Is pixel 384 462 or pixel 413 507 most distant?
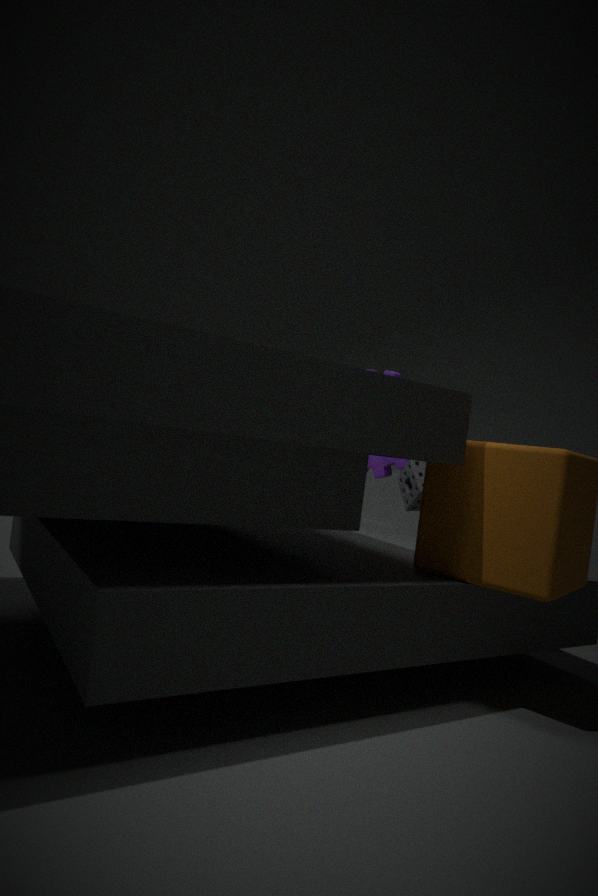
pixel 384 462
